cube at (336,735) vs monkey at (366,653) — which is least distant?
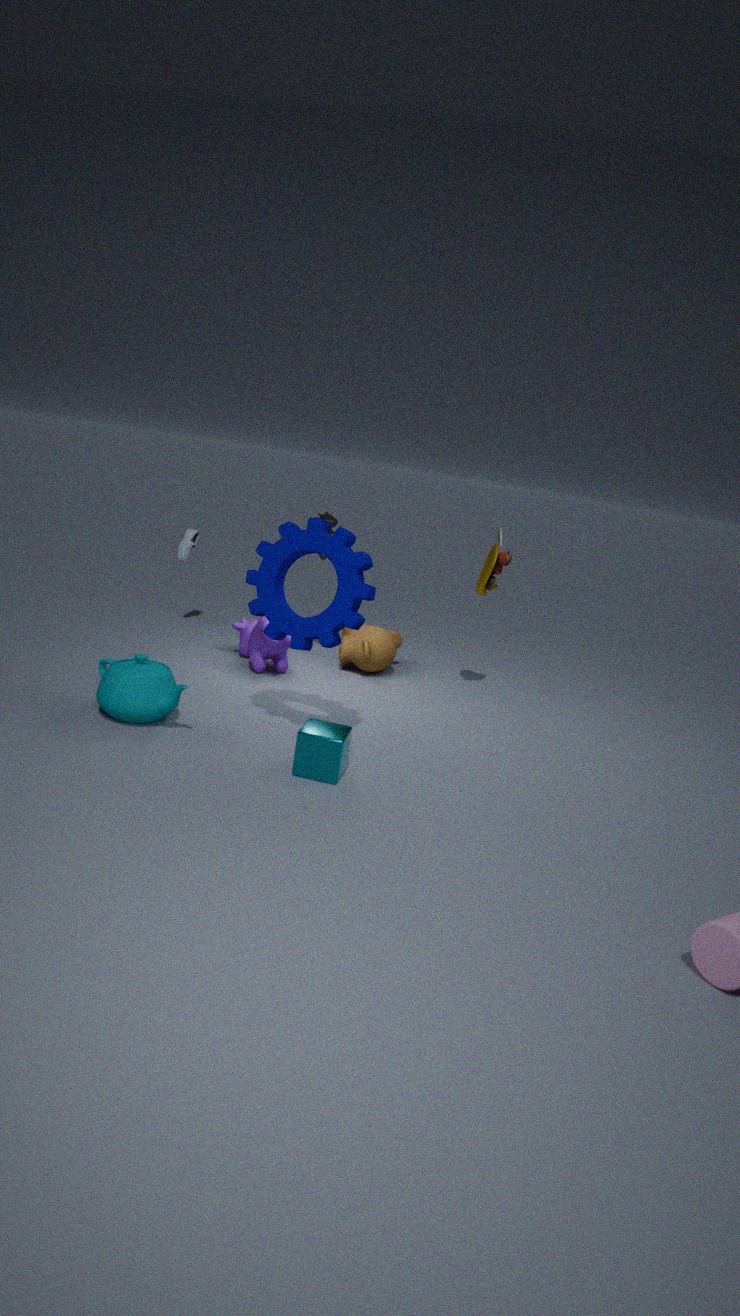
cube at (336,735)
